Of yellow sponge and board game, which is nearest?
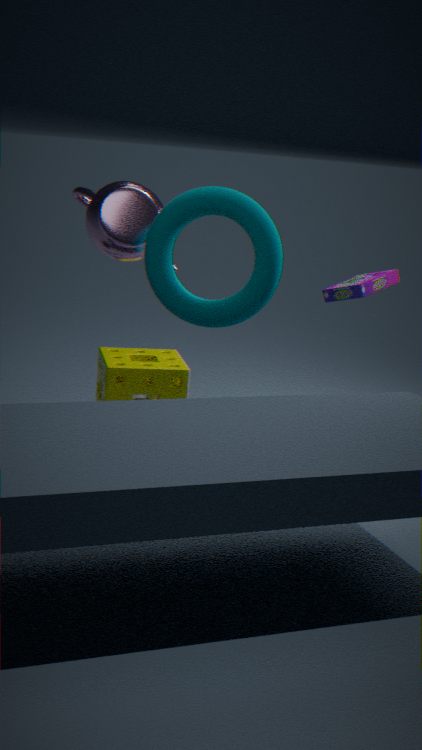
board game
